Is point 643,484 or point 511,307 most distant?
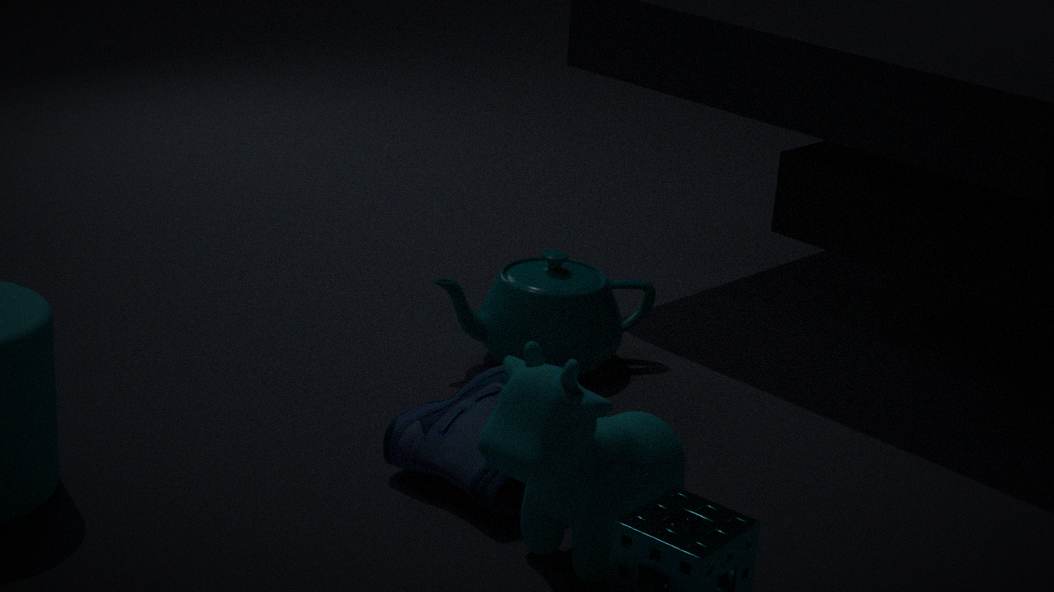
point 511,307
